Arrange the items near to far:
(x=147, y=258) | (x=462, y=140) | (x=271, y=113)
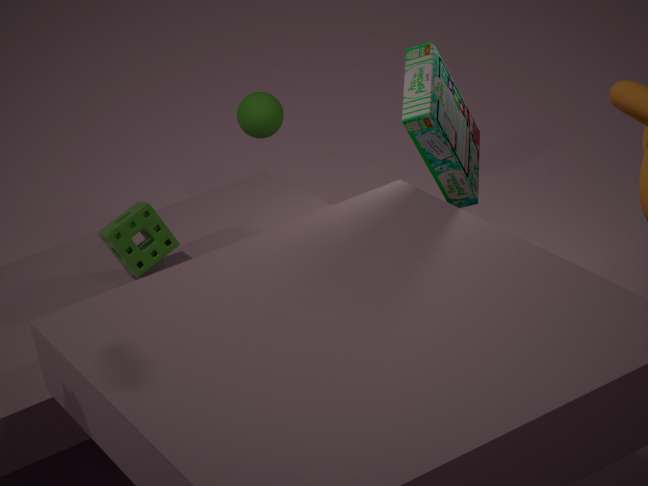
(x=462, y=140) < (x=147, y=258) < (x=271, y=113)
